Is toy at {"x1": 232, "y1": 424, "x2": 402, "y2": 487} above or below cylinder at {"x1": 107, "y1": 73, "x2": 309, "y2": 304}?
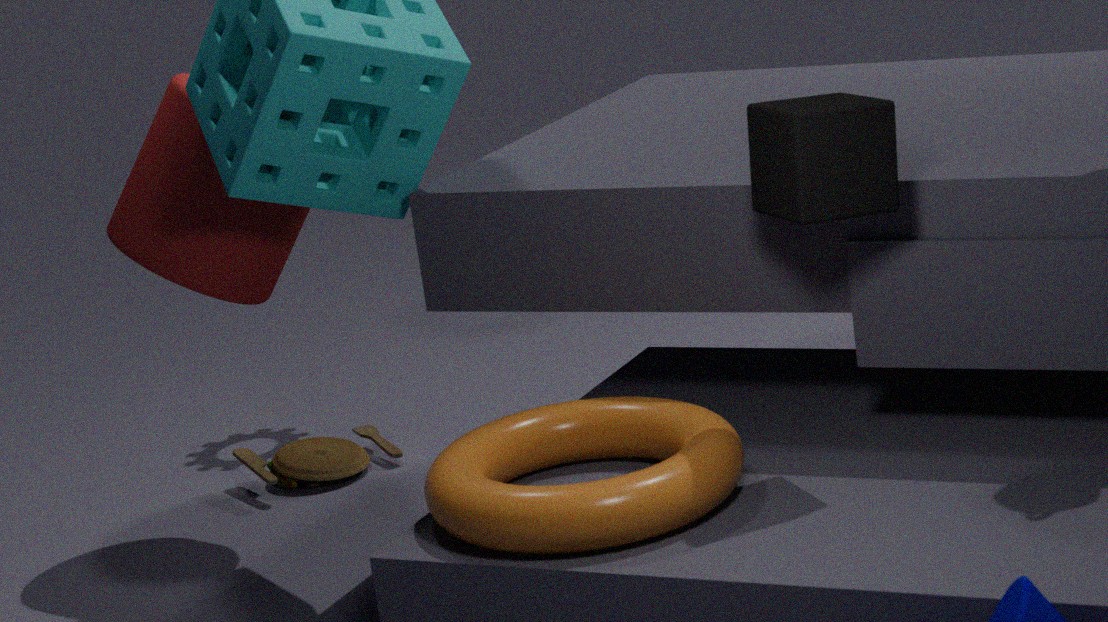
below
